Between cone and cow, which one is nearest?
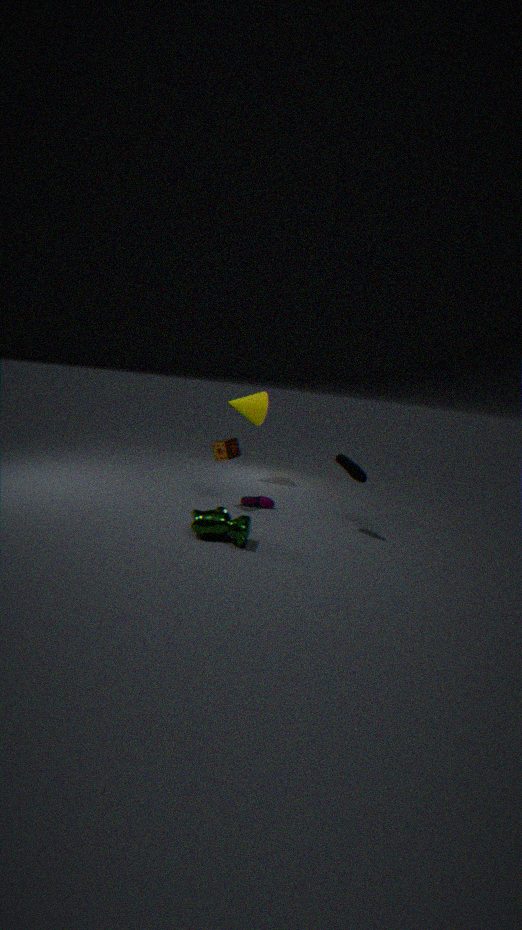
cow
